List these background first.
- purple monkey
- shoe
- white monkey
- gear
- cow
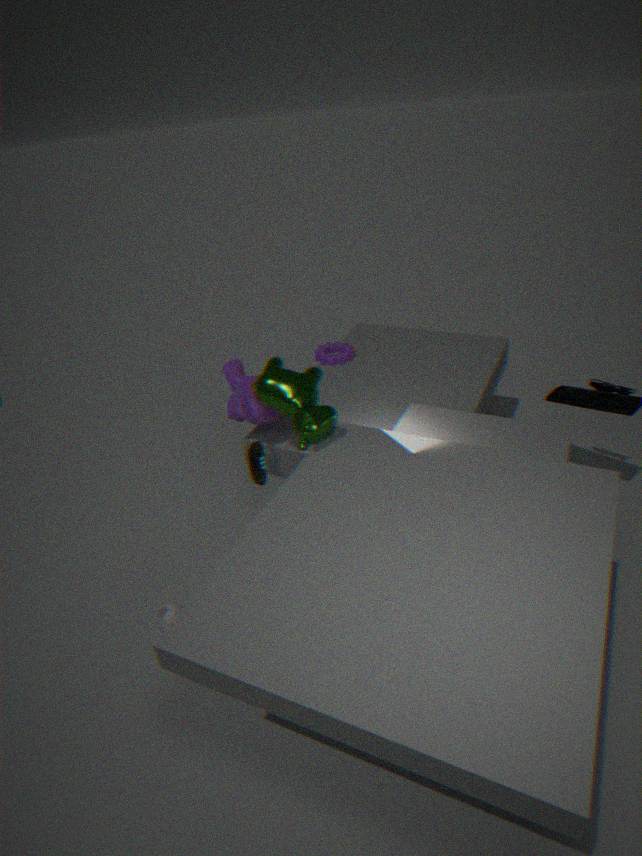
gear, shoe, purple monkey, white monkey, cow
